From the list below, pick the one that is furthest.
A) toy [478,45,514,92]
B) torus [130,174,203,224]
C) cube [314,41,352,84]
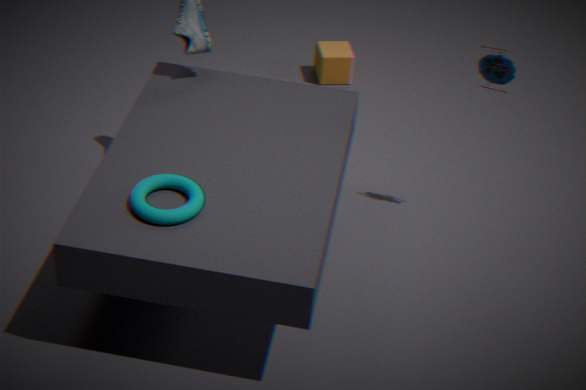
cube [314,41,352,84]
